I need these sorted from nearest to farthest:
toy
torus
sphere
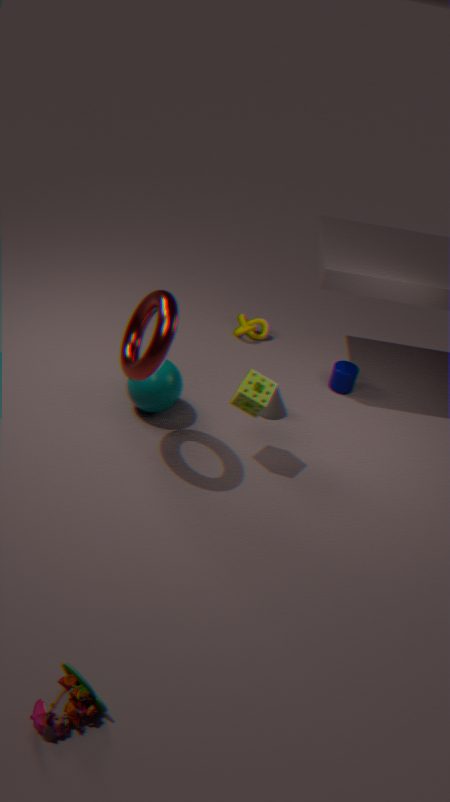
toy → torus → sphere
